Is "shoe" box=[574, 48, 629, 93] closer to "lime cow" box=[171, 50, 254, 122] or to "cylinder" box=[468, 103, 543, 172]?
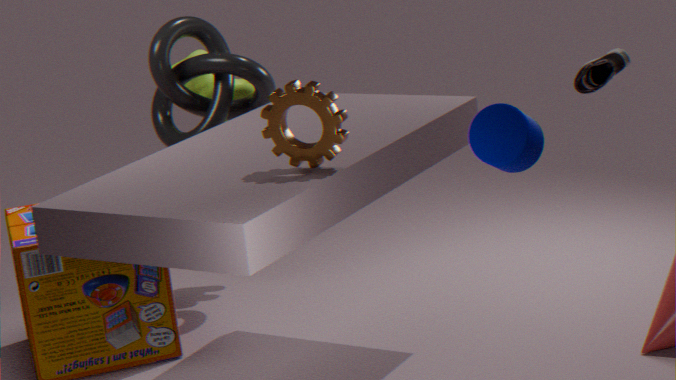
"cylinder" box=[468, 103, 543, 172]
